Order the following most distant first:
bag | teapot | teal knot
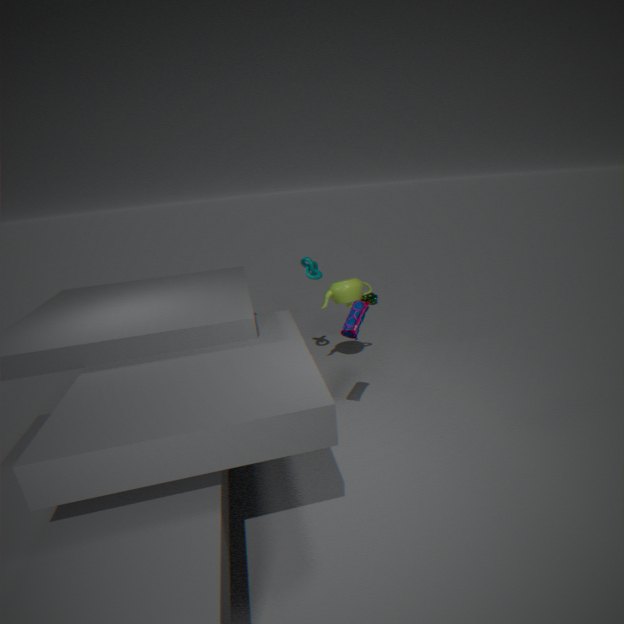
teal knot < teapot < bag
